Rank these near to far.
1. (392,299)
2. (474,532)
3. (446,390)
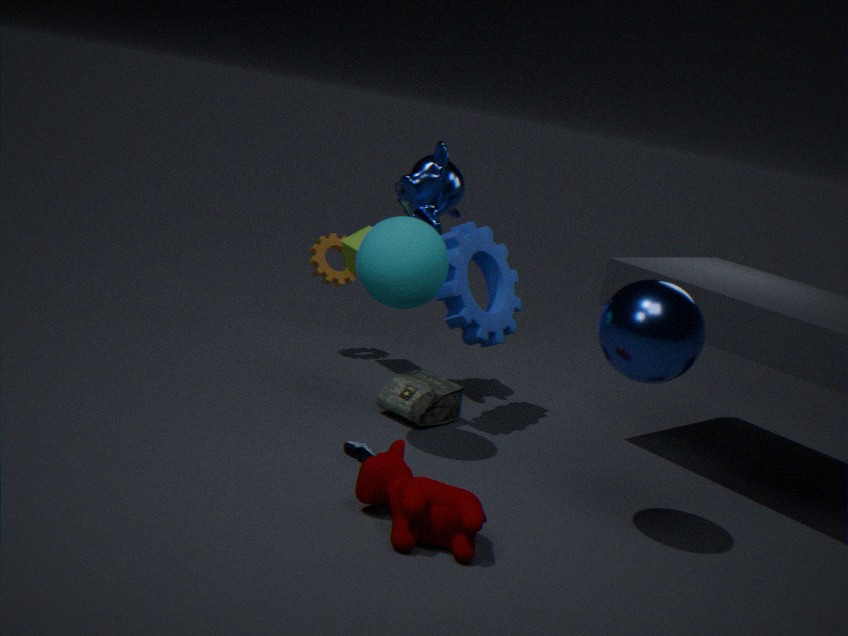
(474,532) < (392,299) < (446,390)
